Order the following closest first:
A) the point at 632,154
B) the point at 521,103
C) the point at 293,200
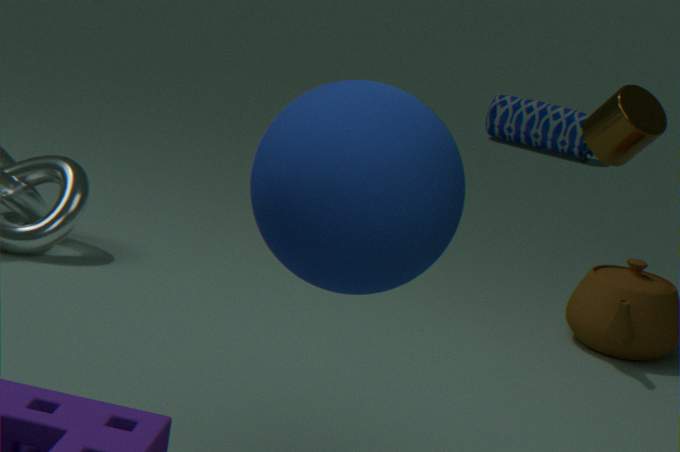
the point at 293,200 → the point at 632,154 → the point at 521,103
